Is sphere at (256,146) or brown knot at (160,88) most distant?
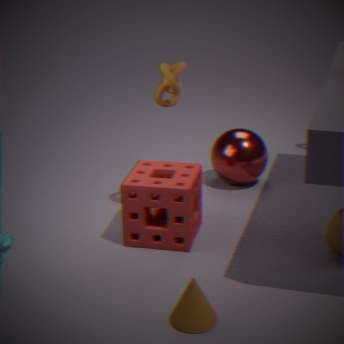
sphere at (256,146)
